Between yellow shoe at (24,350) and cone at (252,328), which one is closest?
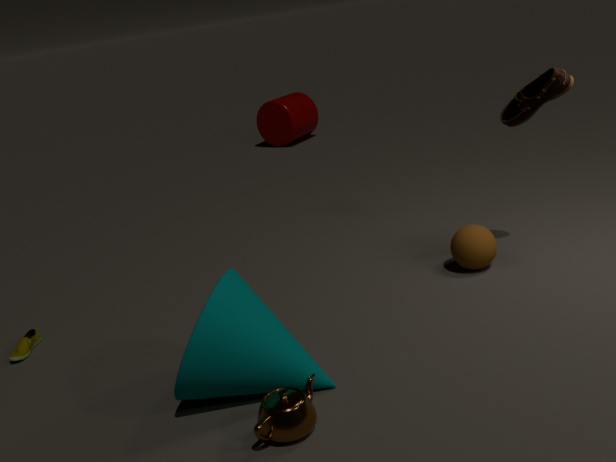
cone at (252,328)
